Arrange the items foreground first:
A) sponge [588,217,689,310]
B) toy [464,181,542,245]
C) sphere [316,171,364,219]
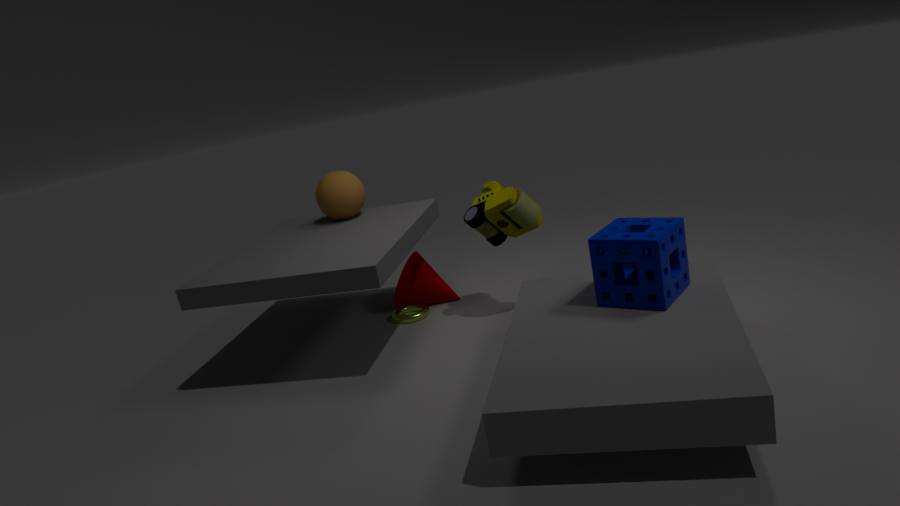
sponge [588,217,689,310], toy [464,181,542,245], sphere [316,171,364,219]
